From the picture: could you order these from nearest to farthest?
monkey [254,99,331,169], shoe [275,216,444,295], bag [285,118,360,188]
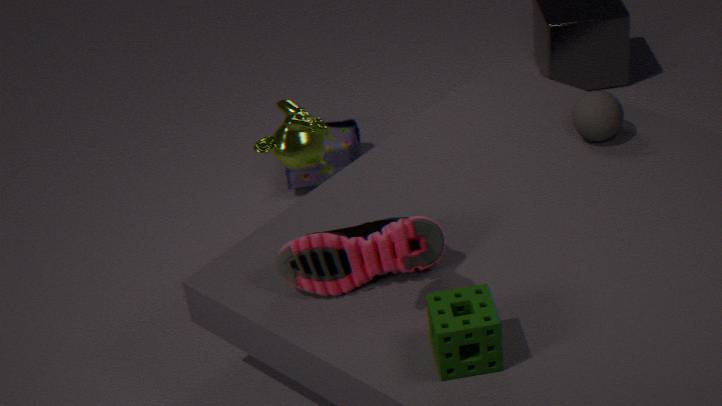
monkey [254,99,331,169] < shoe [275,216,444,295] < bag [285,118,360,188]
